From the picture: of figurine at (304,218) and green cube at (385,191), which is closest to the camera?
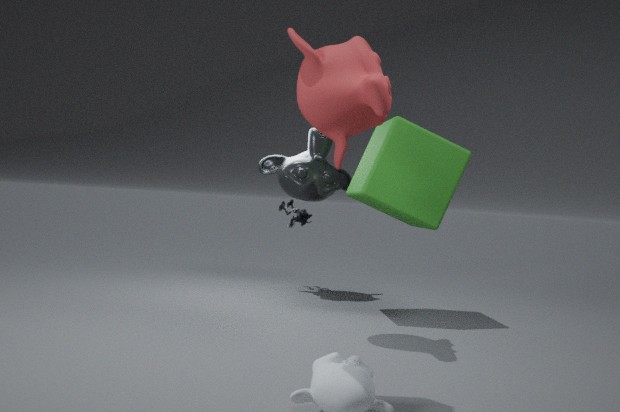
green cube at (385,191)
